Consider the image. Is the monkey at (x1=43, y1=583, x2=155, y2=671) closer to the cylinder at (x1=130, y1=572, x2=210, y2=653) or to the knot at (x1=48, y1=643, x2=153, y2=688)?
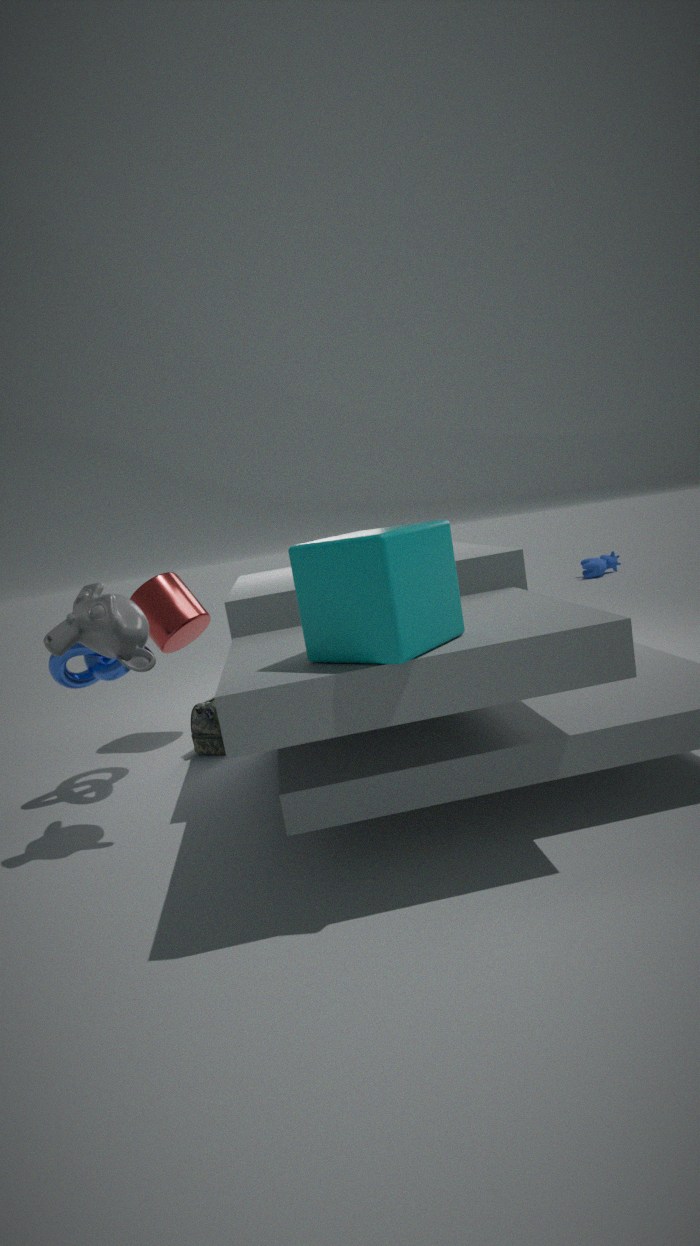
the knot at (x1=48, y1=643, x2=153, y2=688)
